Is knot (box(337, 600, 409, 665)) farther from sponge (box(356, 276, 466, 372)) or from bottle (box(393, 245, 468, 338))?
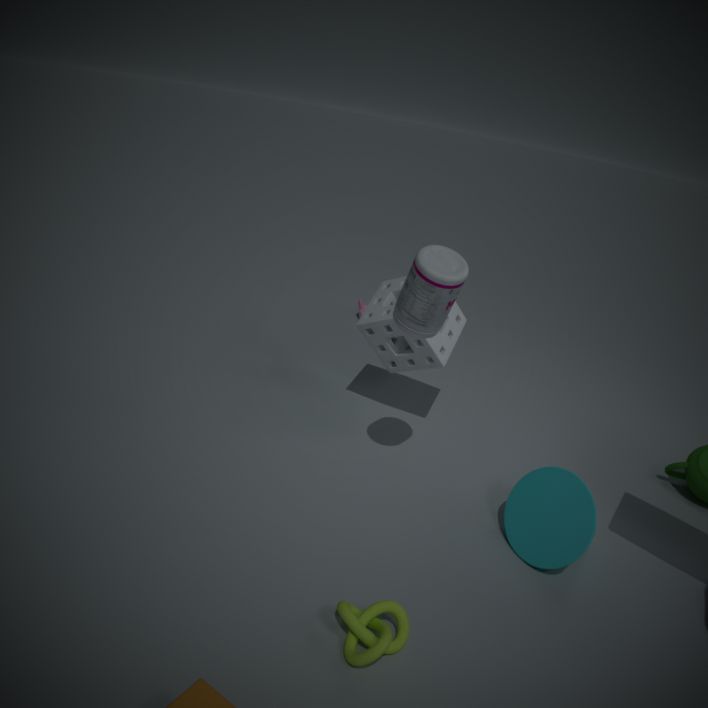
sponge (box(356, 276, 466, 372))
